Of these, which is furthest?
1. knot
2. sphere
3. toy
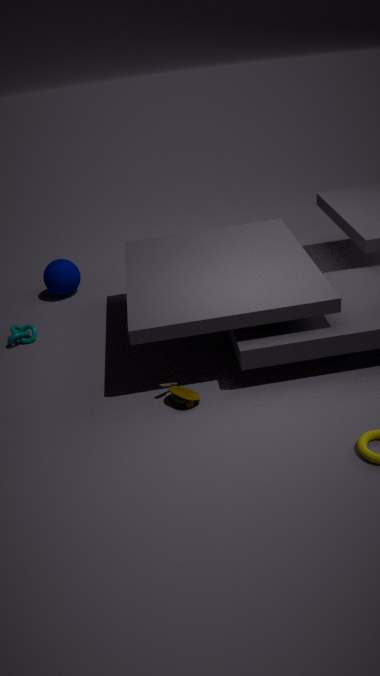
sphere
